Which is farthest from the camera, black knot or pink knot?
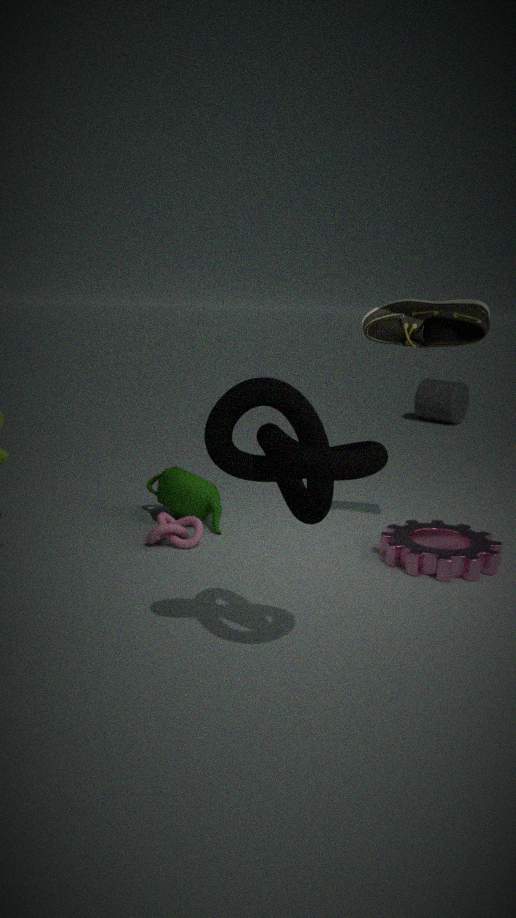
pink knot
